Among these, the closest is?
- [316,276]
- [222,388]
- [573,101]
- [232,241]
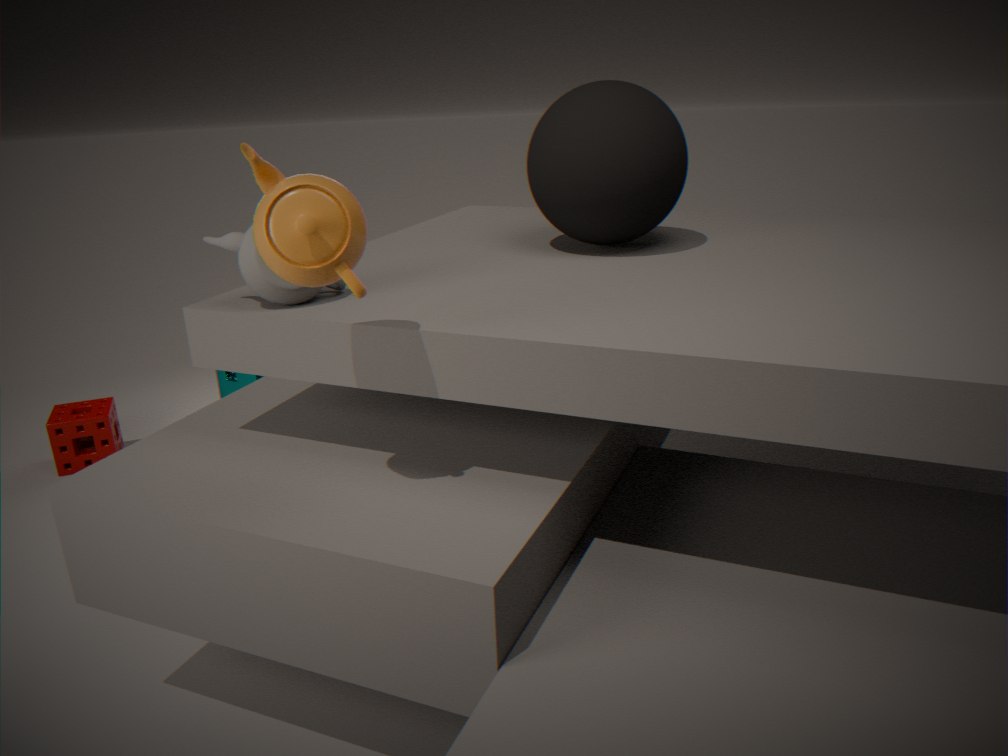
[316,276]
